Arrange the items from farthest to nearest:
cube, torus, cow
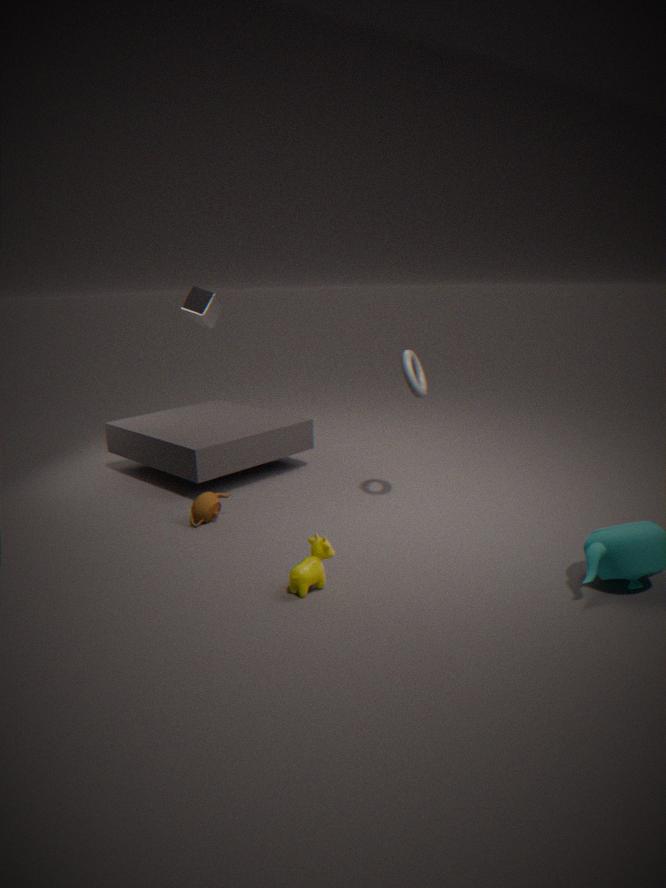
cube → torus → cow
